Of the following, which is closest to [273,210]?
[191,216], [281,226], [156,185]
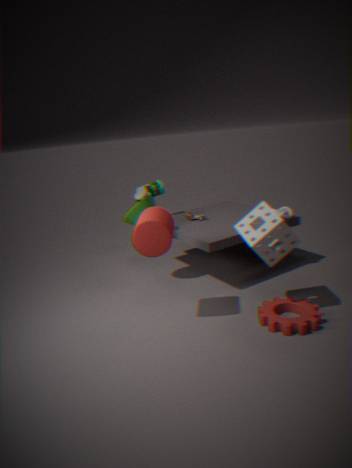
[191,216]
